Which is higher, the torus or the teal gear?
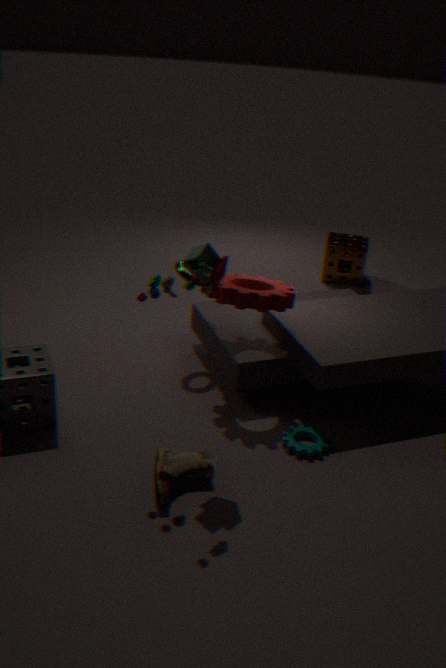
the torus
